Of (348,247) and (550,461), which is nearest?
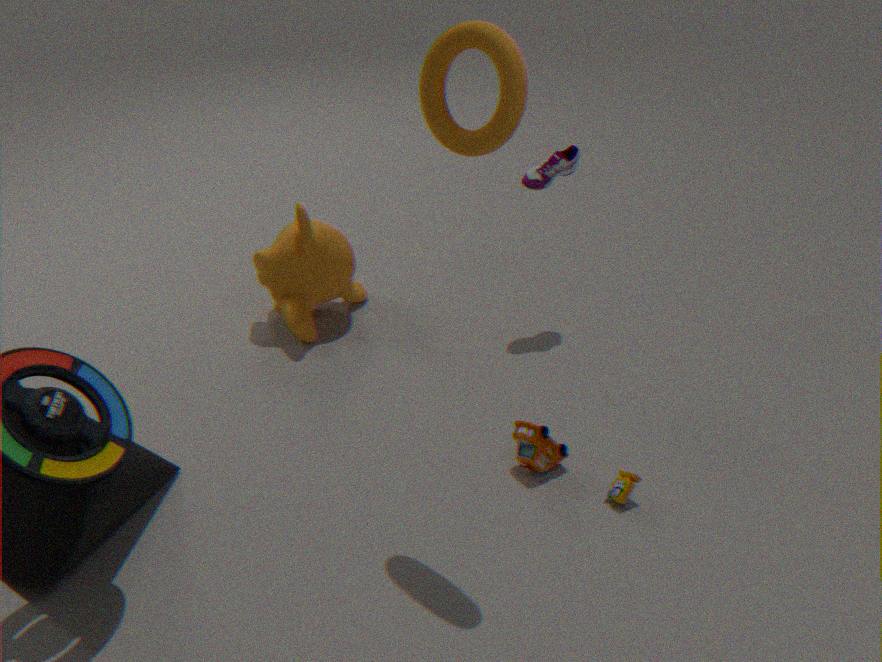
(550,461)
